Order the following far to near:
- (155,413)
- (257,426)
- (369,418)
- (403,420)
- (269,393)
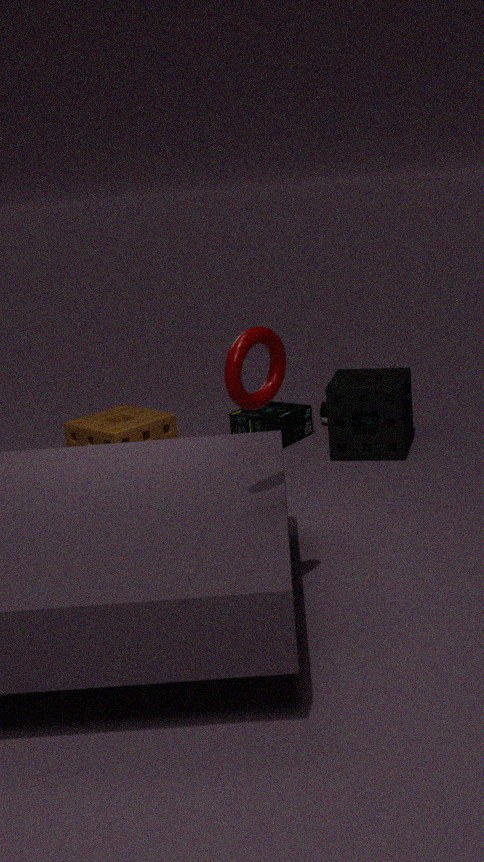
(257,426) → (369,418) → (403,420) → (155,413) → (269,393)
